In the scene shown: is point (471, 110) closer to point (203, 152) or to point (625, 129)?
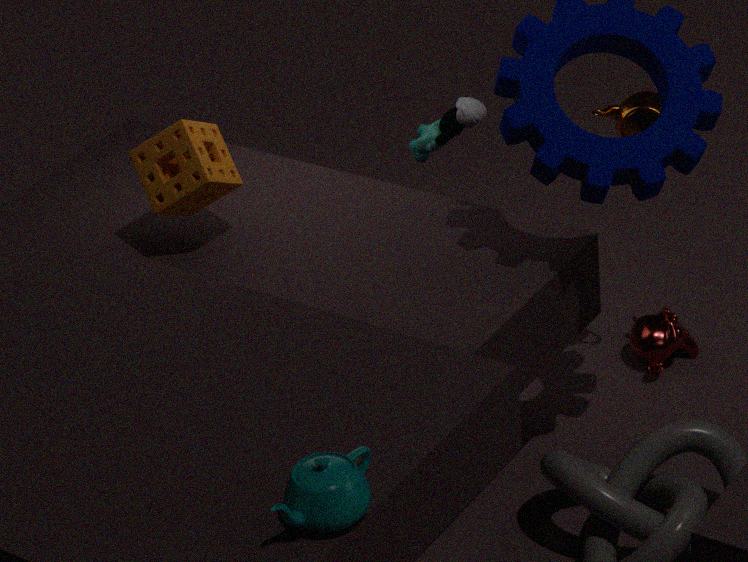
point (625, 129)
